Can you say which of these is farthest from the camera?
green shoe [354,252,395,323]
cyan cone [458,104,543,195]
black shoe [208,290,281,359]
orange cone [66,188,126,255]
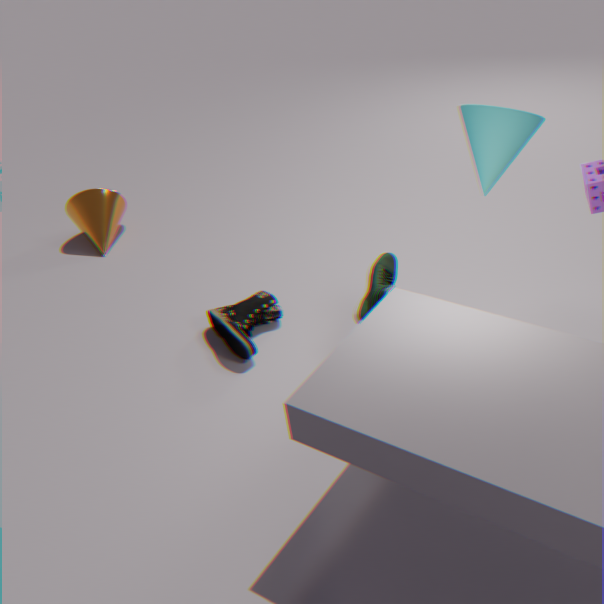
orange cone [66,188,126,255]
